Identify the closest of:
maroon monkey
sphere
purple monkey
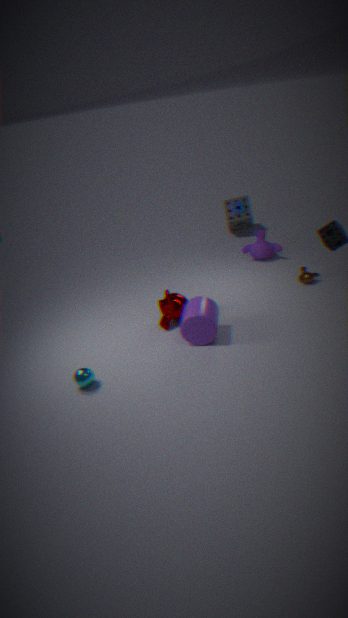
sphere
